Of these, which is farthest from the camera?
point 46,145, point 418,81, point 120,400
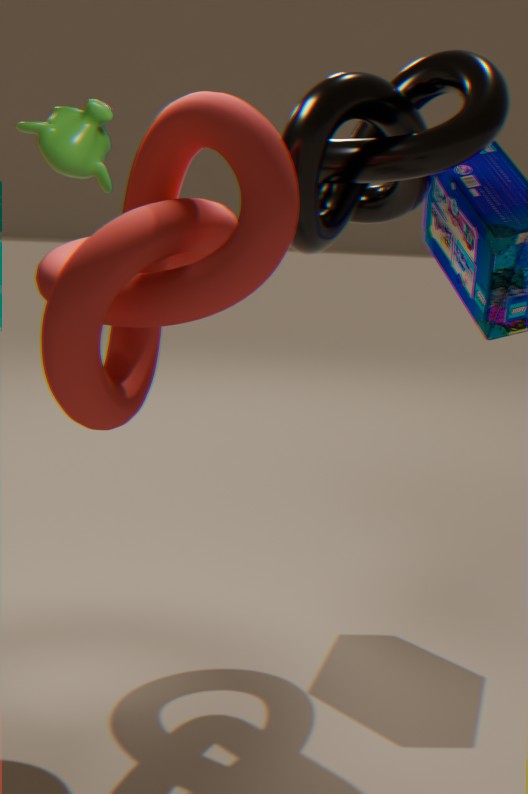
point 46,145
